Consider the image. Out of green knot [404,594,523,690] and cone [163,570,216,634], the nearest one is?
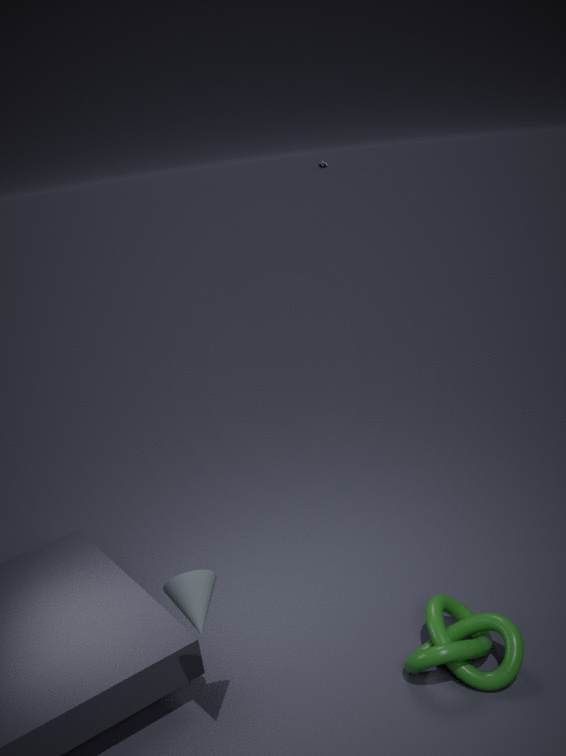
cone [163,570,216,634]
